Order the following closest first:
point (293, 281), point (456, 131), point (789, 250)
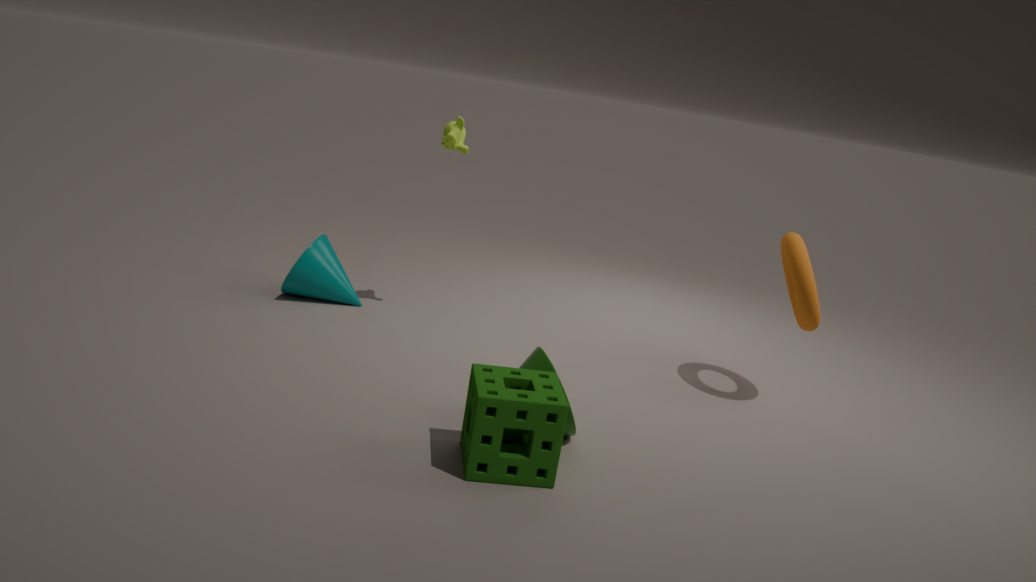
point (789, 250), point (456, 131), point (293, 281)
